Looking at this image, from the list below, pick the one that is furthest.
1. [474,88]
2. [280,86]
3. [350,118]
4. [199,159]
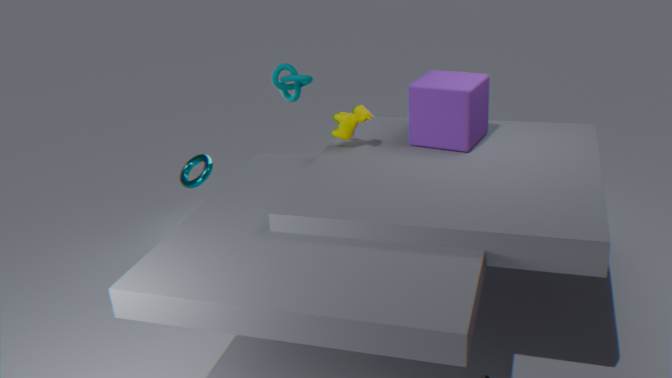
[199,159]
